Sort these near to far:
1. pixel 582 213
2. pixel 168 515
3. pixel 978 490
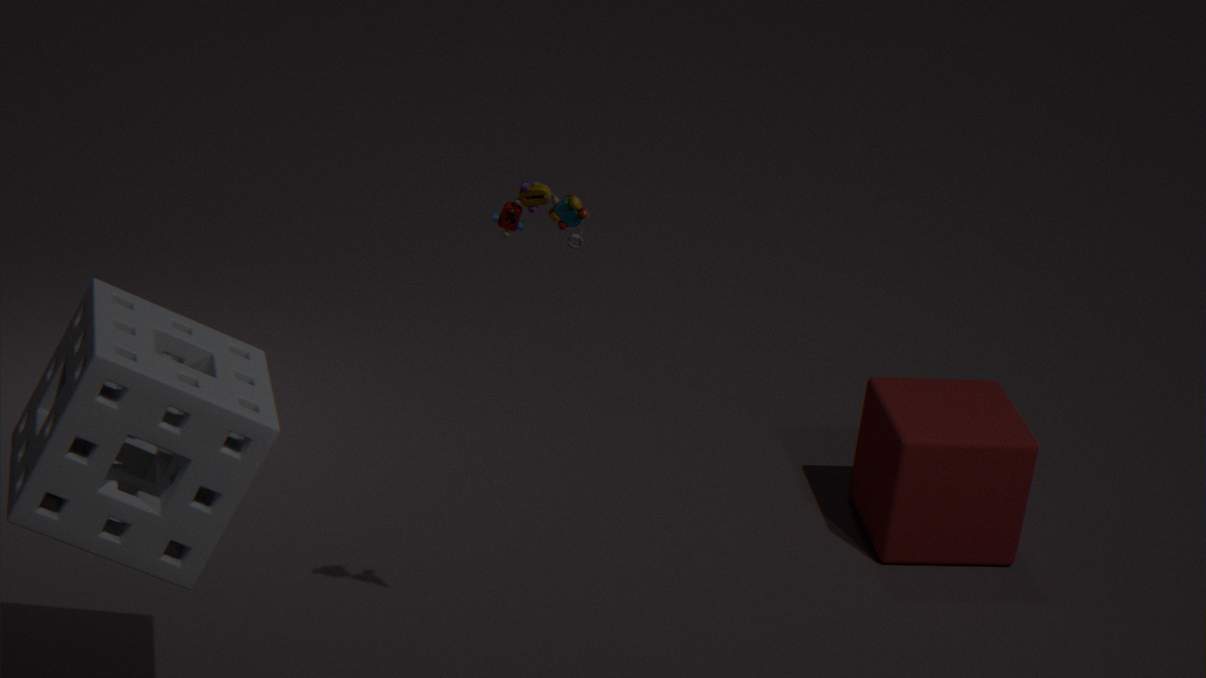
pixel 168 515
pixel 582 213
pixel 978 490
